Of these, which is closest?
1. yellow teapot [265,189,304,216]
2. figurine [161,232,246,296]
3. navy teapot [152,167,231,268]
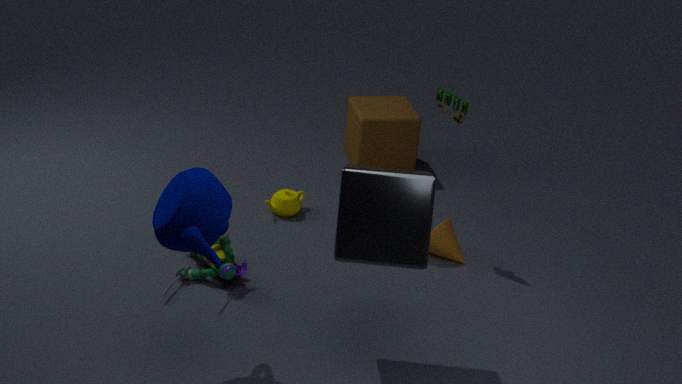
navy teapot [152,167,231,268]
